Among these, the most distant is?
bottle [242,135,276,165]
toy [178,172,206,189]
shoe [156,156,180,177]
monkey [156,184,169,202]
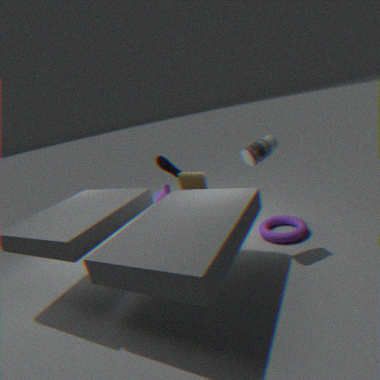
monkey [156,184,169,202]
